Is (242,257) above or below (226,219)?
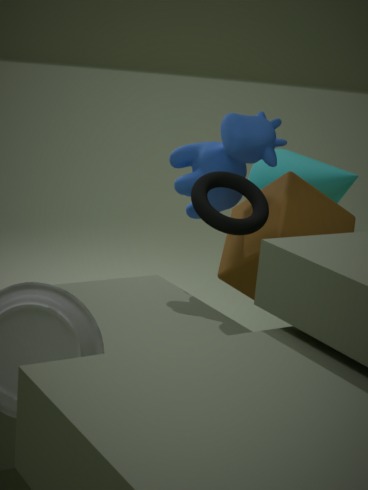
below
